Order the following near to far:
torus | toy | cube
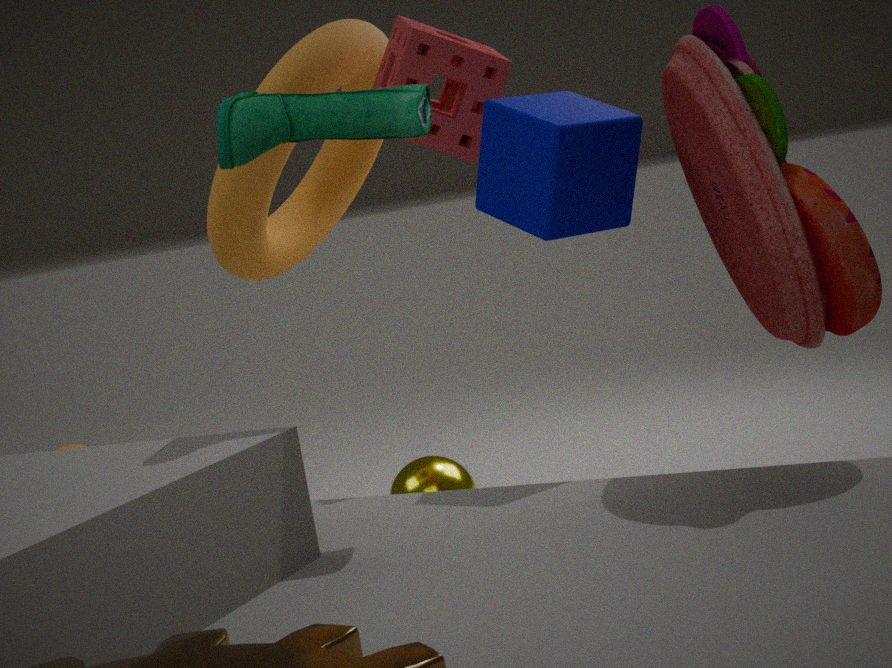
toy, cube, torus
